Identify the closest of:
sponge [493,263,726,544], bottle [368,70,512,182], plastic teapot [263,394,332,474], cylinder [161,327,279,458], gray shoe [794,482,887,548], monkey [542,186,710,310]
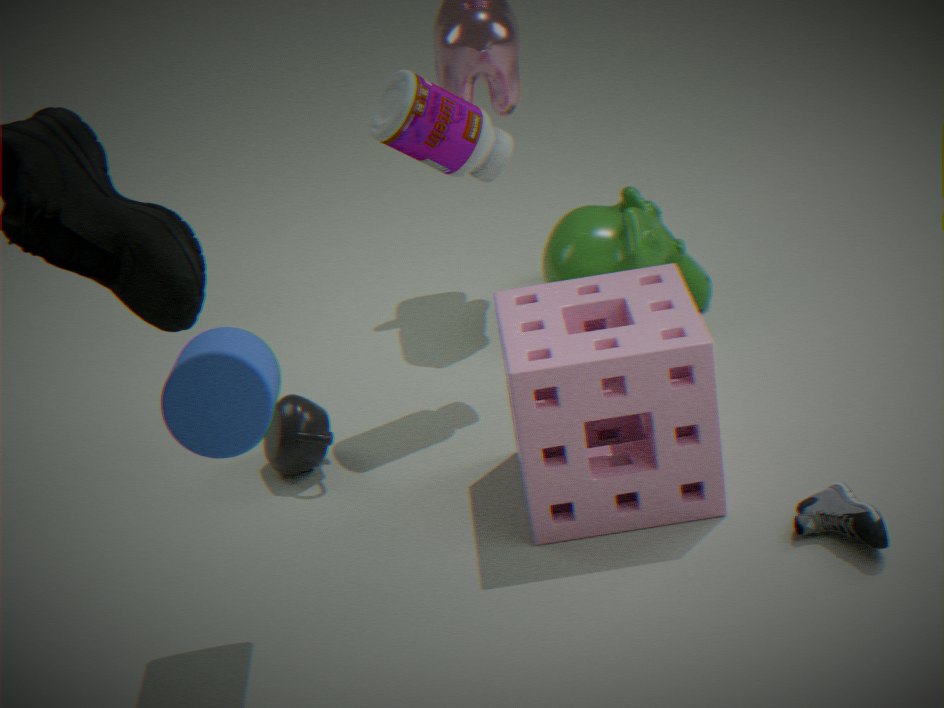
cylinder [161,327,279,458]
